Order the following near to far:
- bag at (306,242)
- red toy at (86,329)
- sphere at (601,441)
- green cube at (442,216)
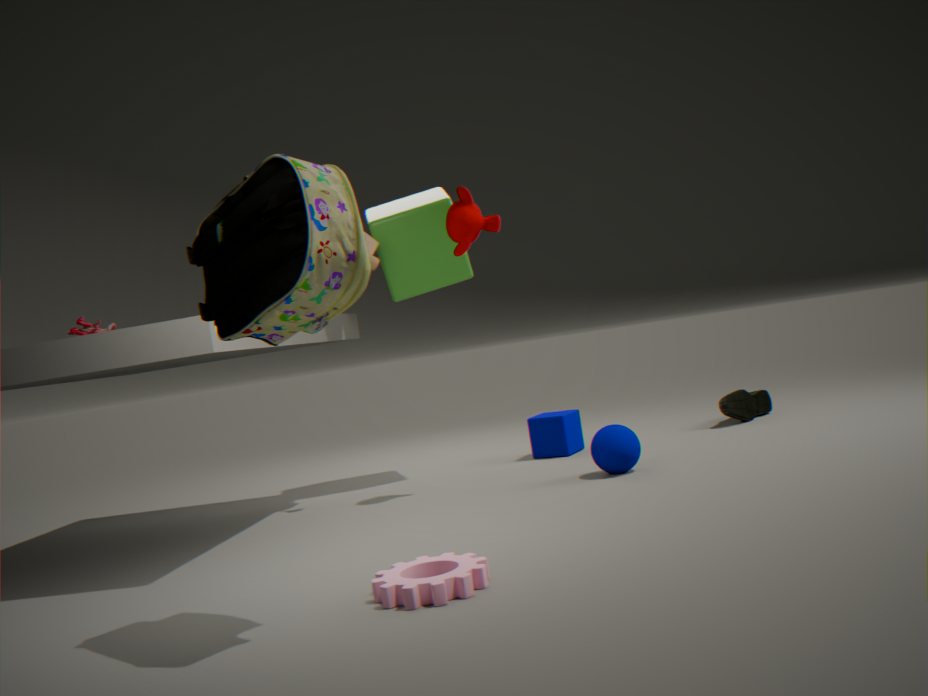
bag at (306,242), red toy at (86,329), sphere at (601,441), green cube at (442,216)
